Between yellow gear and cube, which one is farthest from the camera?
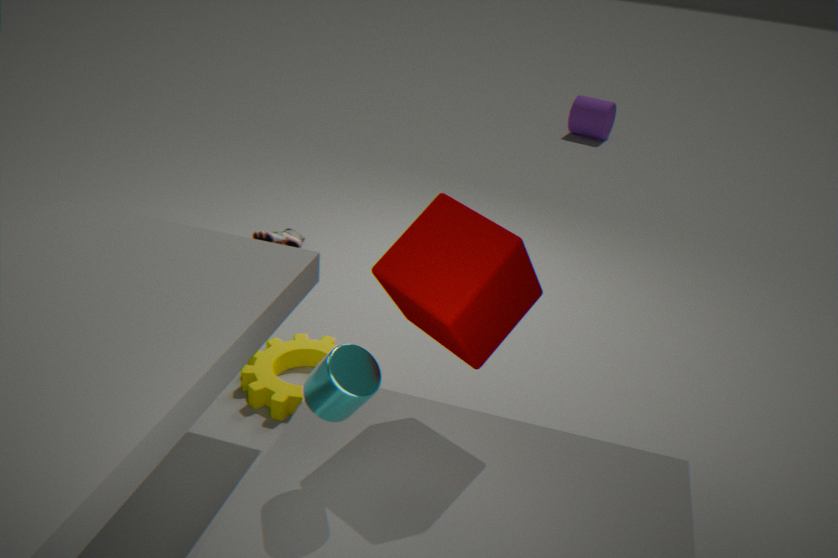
yellow gear
